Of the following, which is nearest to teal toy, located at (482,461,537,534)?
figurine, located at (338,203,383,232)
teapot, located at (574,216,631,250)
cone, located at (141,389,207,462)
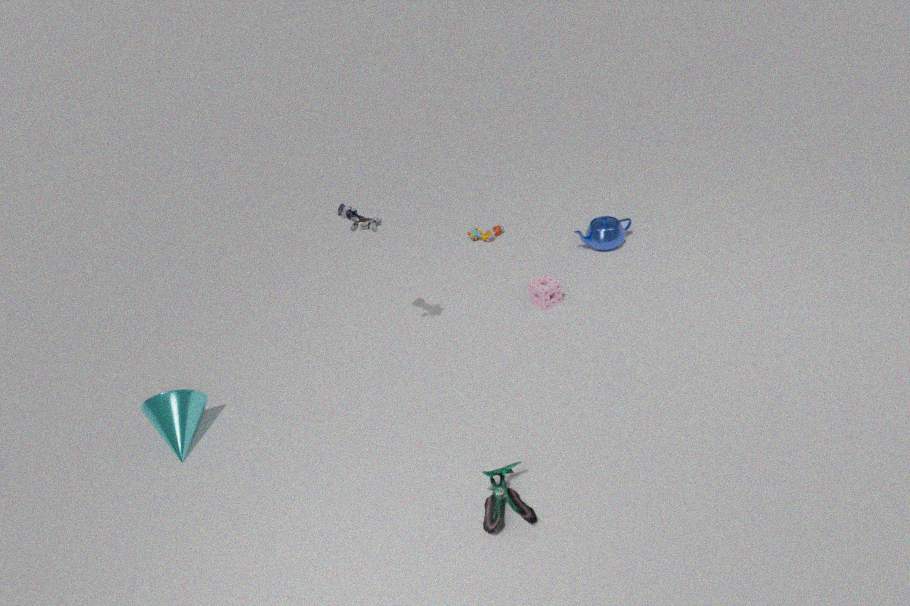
figurine, located at (338,203,383,232)
